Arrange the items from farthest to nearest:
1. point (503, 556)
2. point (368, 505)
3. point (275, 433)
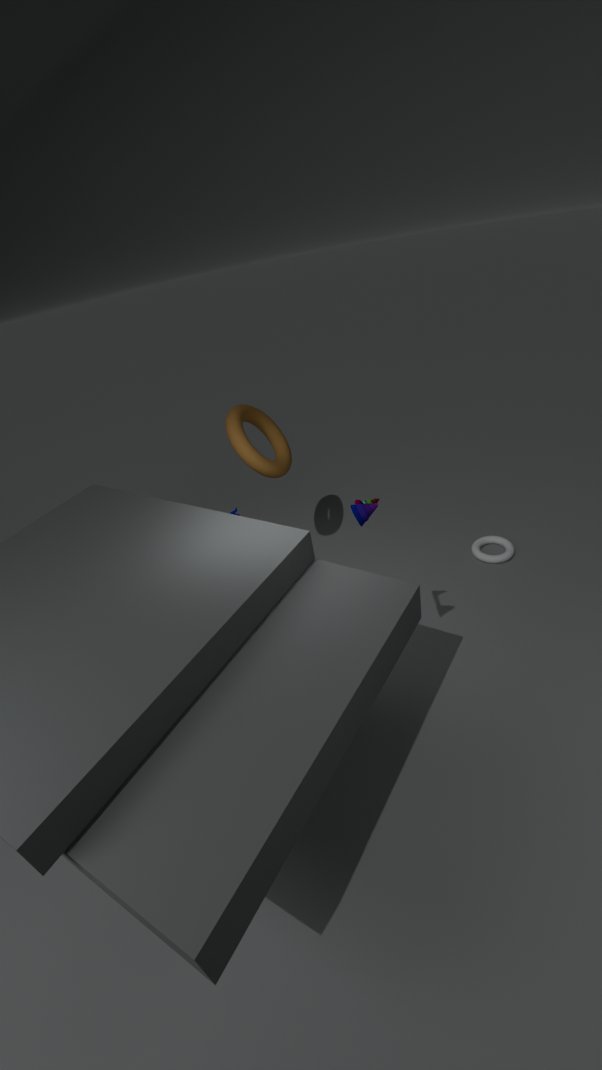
point (275, 433)
point (503, 556)
point (368, 505)
